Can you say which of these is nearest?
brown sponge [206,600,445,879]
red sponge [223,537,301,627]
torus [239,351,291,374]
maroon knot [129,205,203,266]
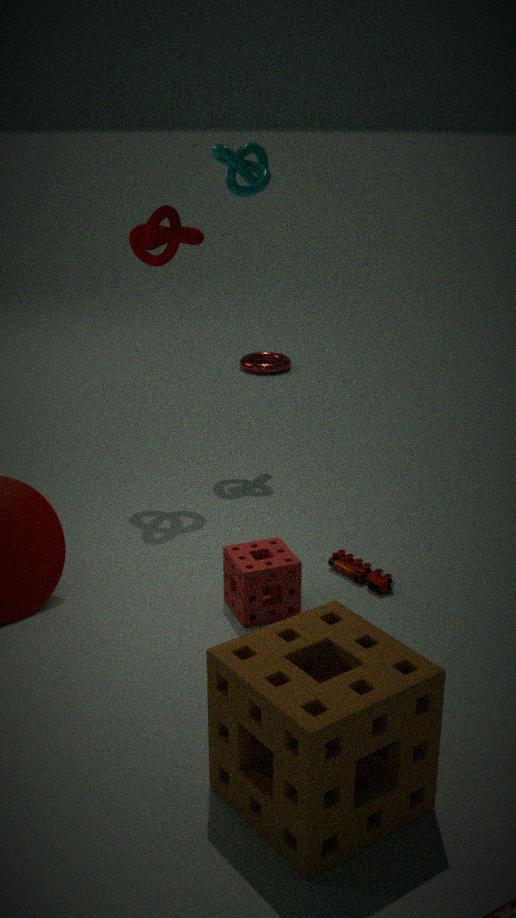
brown sponge [206,600,445,879]
